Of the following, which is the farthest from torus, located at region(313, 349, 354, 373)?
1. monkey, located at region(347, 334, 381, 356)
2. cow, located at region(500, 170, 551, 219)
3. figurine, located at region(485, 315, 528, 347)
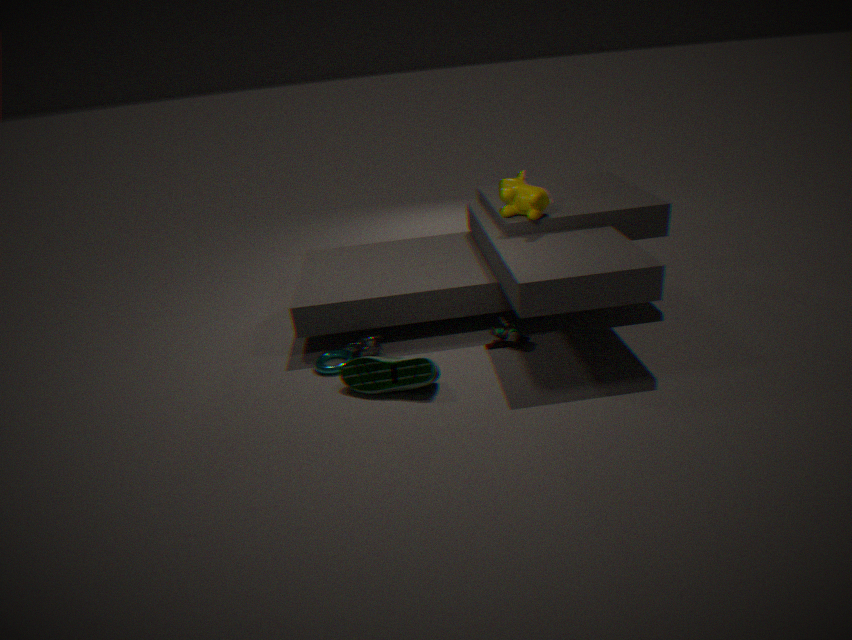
cow, located at region(500, 170, 551, 219)
